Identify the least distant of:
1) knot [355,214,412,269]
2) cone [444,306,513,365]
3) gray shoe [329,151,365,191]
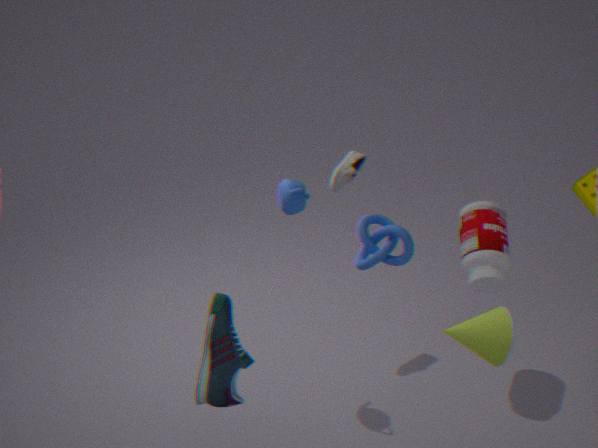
2. cone [444,306,513,365]
